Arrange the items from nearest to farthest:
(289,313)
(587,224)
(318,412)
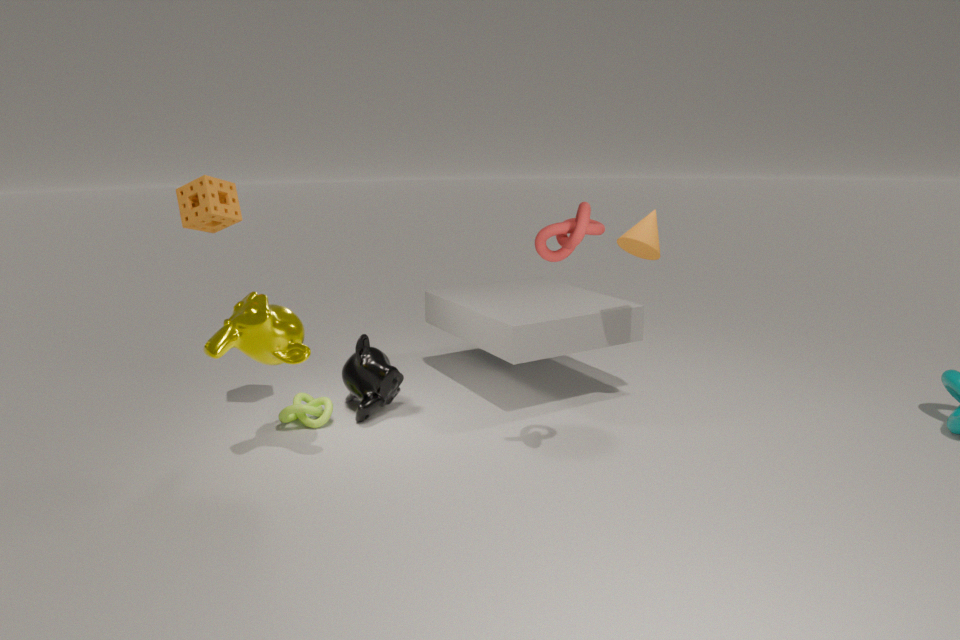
(587,224) → (289,313) → (318,412)
